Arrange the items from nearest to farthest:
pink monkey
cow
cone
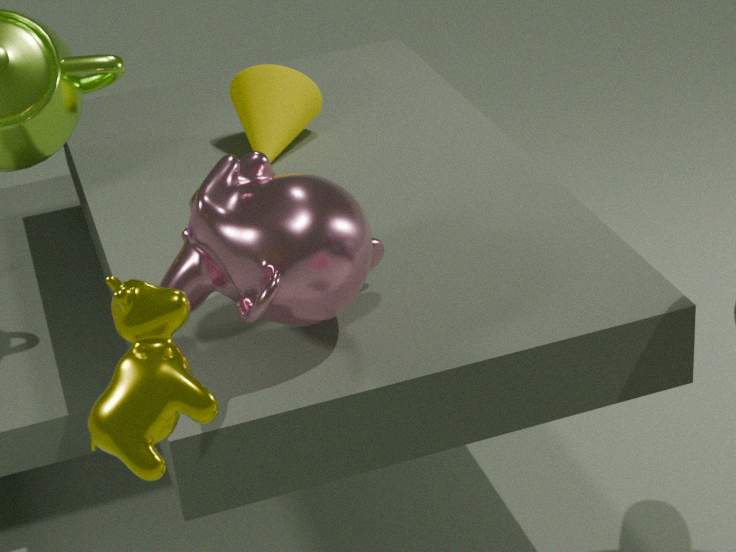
1. cow
2. pink monkey
3. cone
